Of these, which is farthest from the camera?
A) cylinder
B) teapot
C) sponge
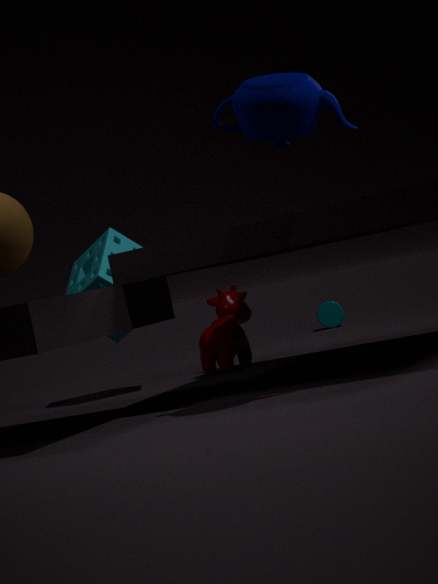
cylinder
